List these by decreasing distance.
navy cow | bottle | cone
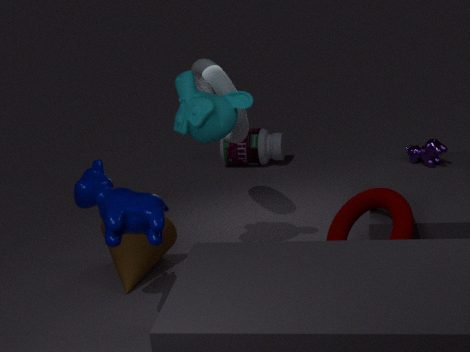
bottle < cone < navy cow
